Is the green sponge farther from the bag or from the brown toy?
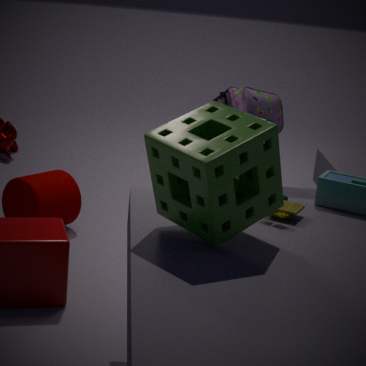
the bag
